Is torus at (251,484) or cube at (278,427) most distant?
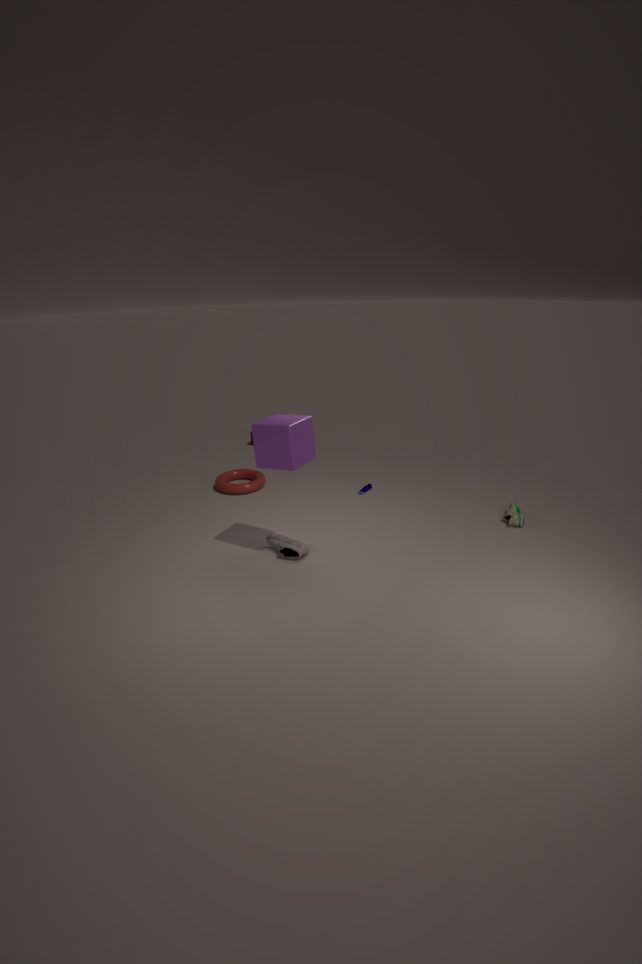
torus at (251,484)
